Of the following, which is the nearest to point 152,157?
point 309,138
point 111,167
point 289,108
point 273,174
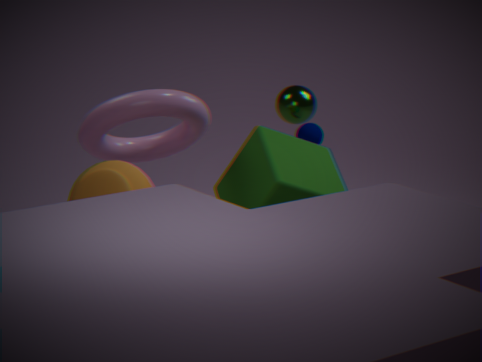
point 273,174
